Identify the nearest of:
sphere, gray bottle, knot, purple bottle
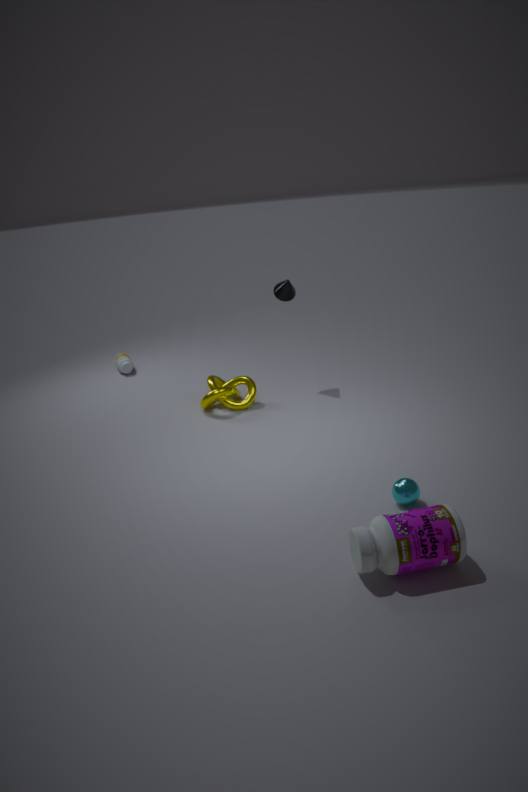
purple bottle
